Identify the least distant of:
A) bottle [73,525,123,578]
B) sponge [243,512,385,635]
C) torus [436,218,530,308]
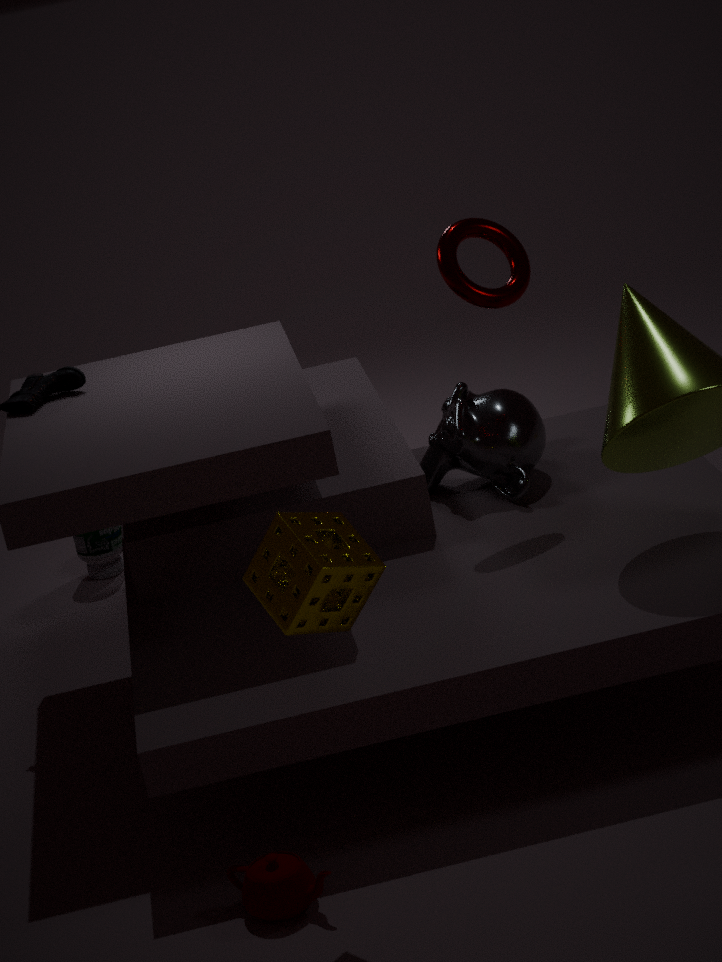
sponge [243,512,385,635]
